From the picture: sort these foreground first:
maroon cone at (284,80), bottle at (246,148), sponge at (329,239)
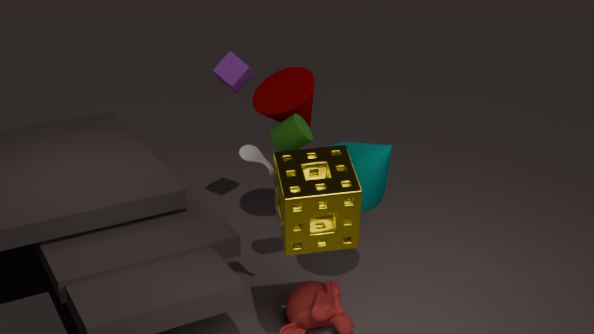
sponge at (329,239), bottle at (246,148), maroon cone at (284,80)
